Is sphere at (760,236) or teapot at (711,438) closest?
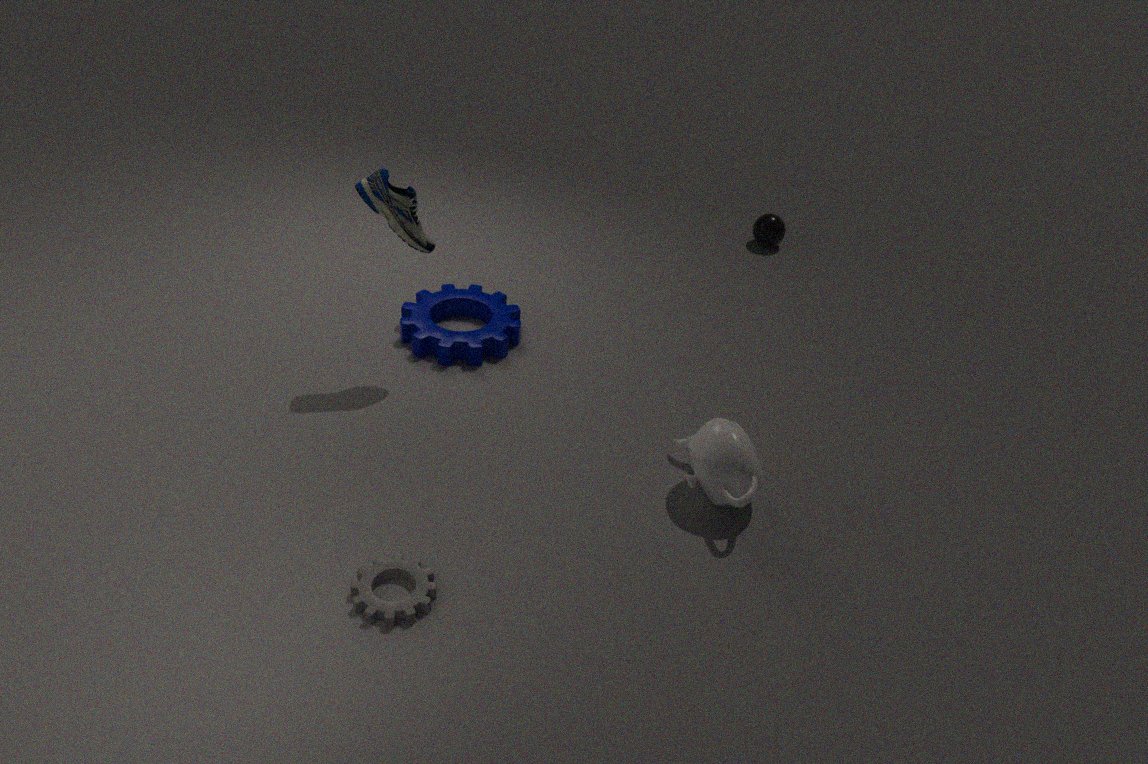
teapot at (711,438)
